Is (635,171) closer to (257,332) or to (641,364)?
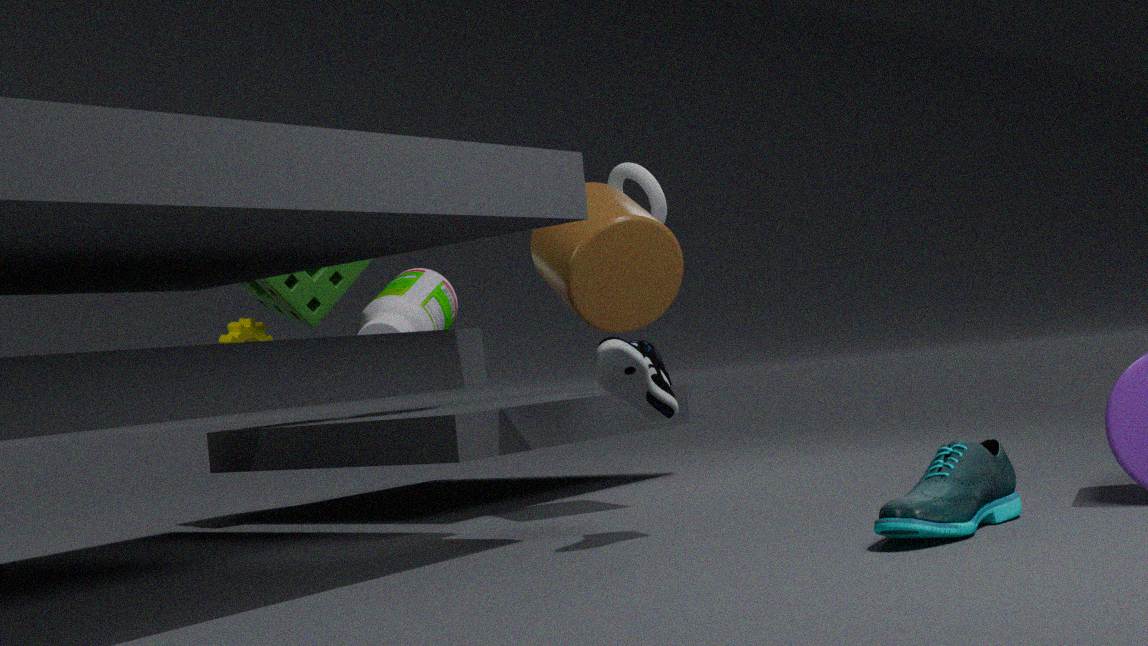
(257,332)
